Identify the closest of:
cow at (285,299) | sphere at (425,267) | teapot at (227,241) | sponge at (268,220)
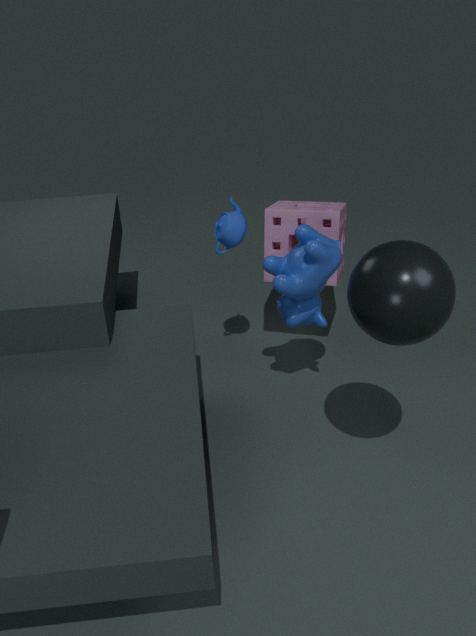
sphere at (425,267)
